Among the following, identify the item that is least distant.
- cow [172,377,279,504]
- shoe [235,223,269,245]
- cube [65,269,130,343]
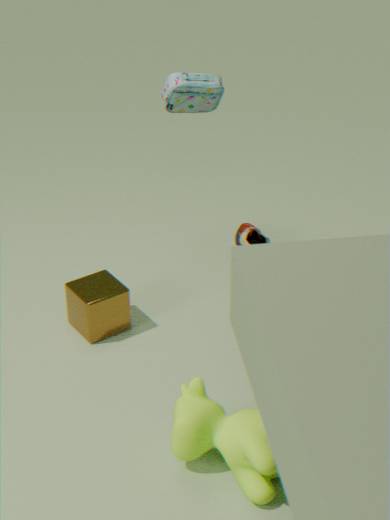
cow [172,377,279,504]
